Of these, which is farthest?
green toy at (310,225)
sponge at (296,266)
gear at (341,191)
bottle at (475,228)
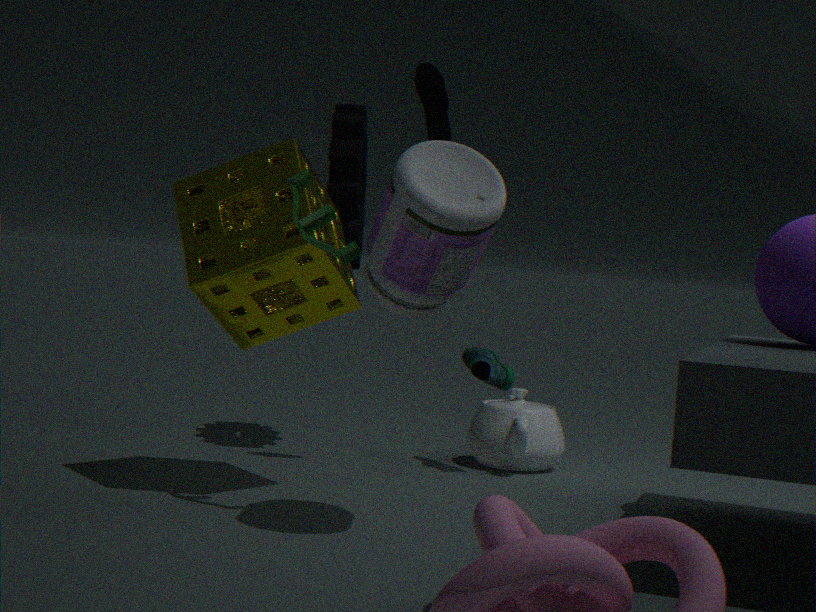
gear at (341,191)
